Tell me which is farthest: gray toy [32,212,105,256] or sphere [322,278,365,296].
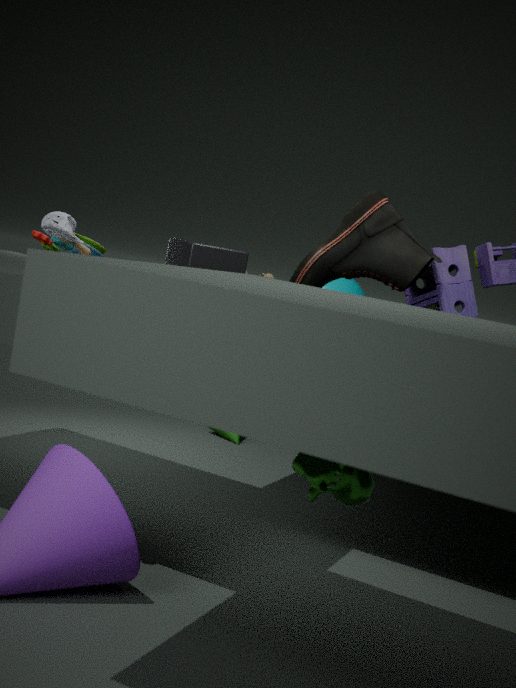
sphere [322,278,365,296]
